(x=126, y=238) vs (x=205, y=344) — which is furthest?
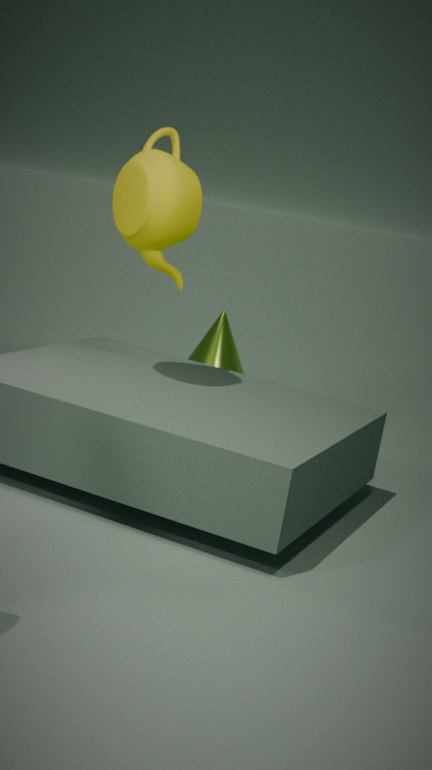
(x=205, y=344)
